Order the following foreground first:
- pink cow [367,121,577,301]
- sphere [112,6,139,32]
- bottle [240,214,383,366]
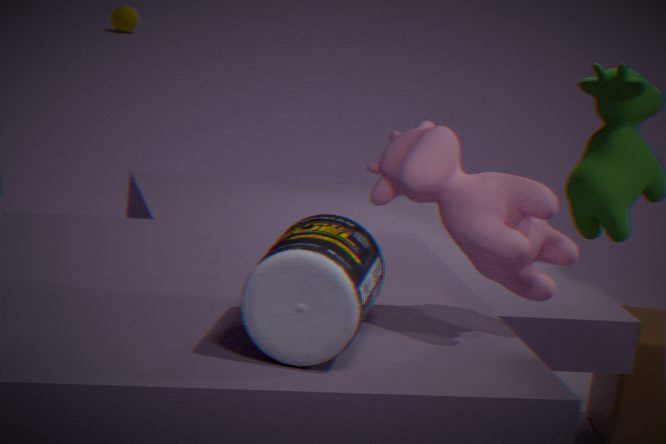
bottle [240,214,383,366] → pink cow [367,121,577,301] → sphere [112,6,139,32]
